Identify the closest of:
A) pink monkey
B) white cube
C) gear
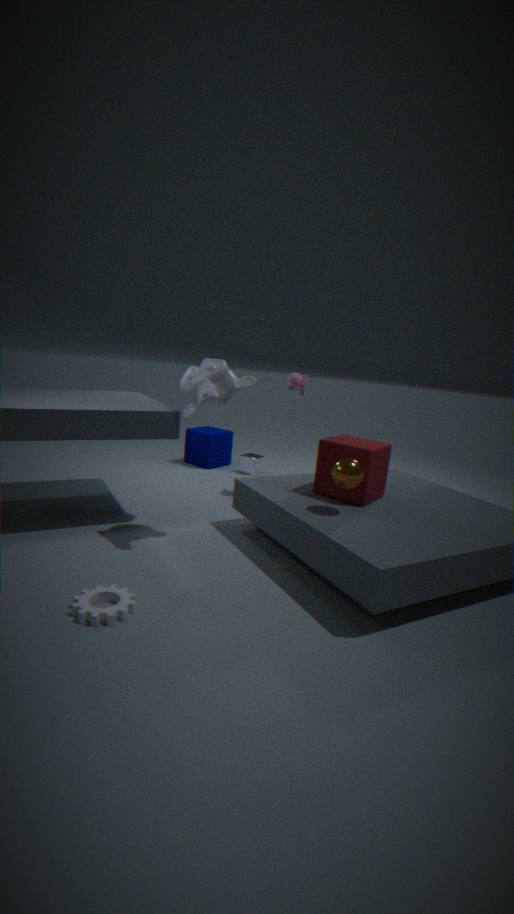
gear
